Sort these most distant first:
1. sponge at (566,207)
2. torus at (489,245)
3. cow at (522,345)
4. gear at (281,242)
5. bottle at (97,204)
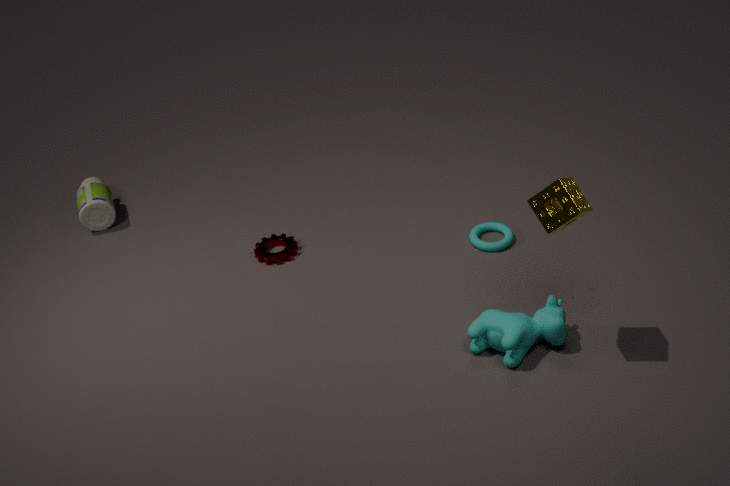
A: 1. bottle at (97,204)
2. gear at (281,242)
3. torus at (489,245)
4. cow at (522,345)
5. sponge at (566,207)
